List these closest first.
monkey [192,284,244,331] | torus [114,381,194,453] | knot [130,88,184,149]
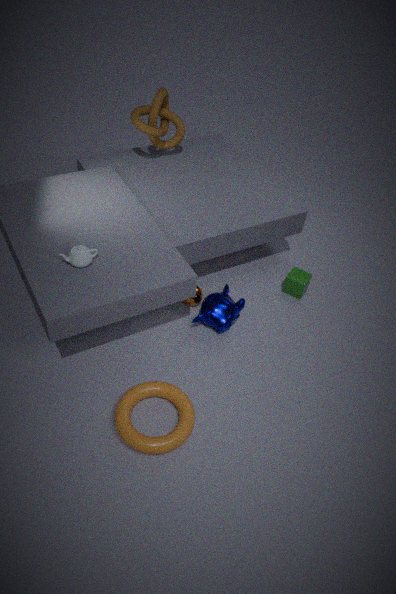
torus [114,381,194,453] < monkey [192,284,244,331] < knot [130,88,184,149]
